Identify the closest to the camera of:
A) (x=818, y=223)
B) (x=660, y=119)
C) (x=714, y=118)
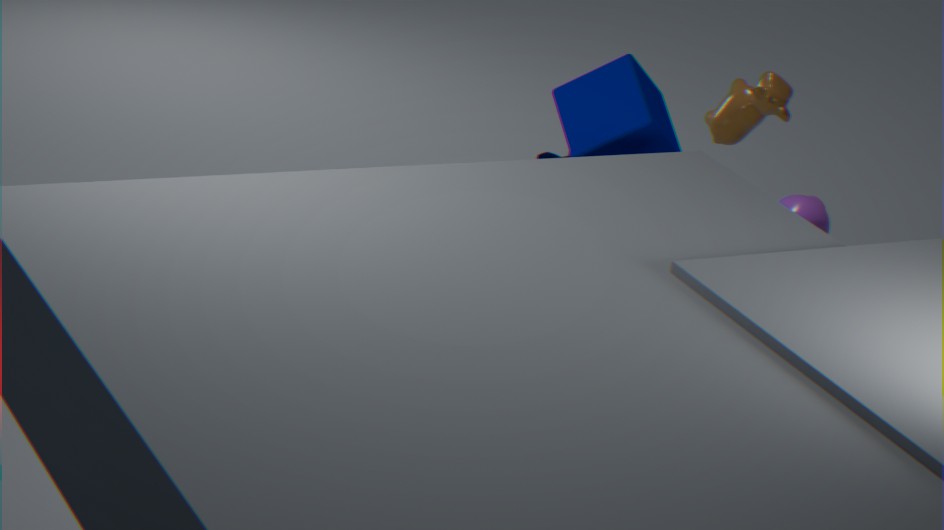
(x=818, y=223)
